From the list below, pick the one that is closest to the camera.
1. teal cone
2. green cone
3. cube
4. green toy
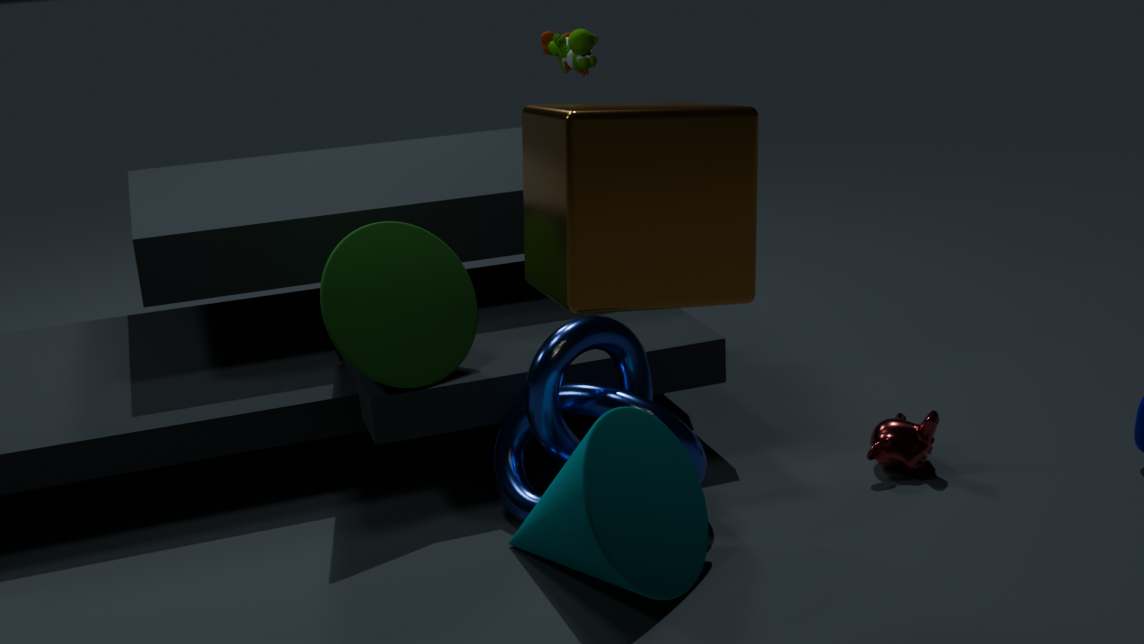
cube
